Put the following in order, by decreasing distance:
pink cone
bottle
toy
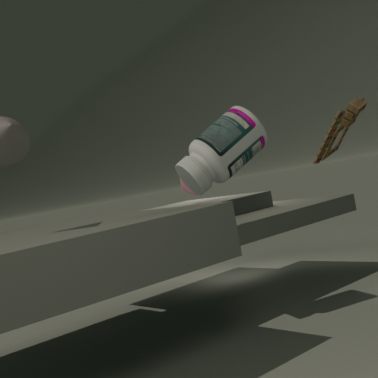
pink cone < toy < bottle
